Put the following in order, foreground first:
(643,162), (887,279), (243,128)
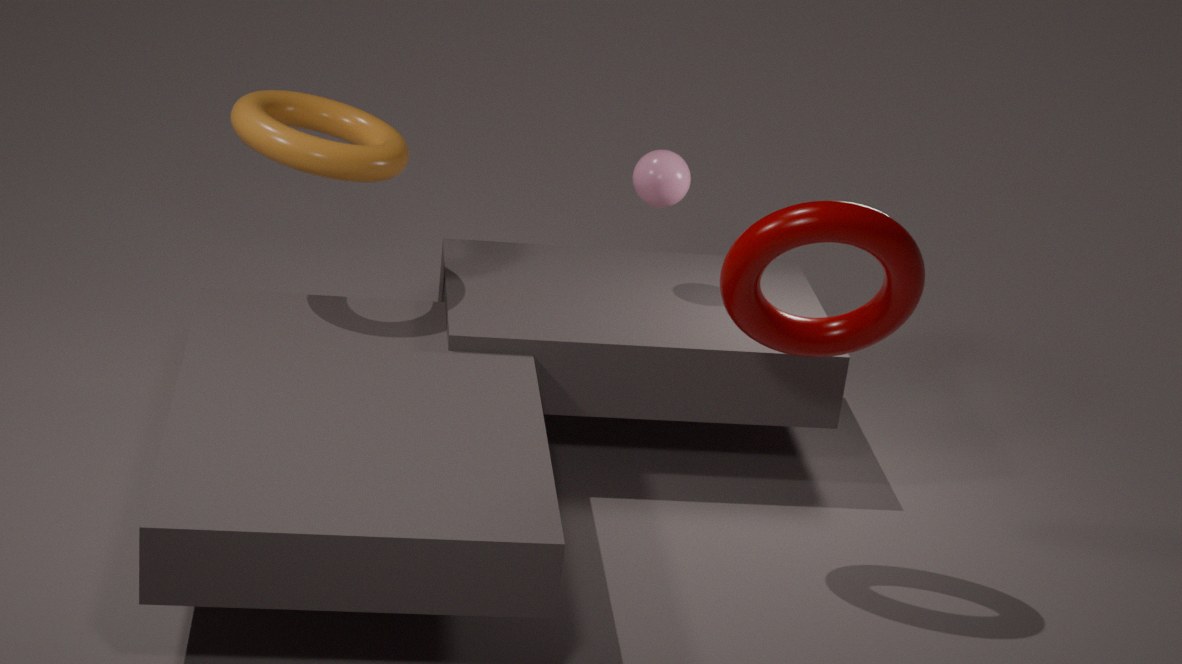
(887,279) → (243,128) → (643,162)
